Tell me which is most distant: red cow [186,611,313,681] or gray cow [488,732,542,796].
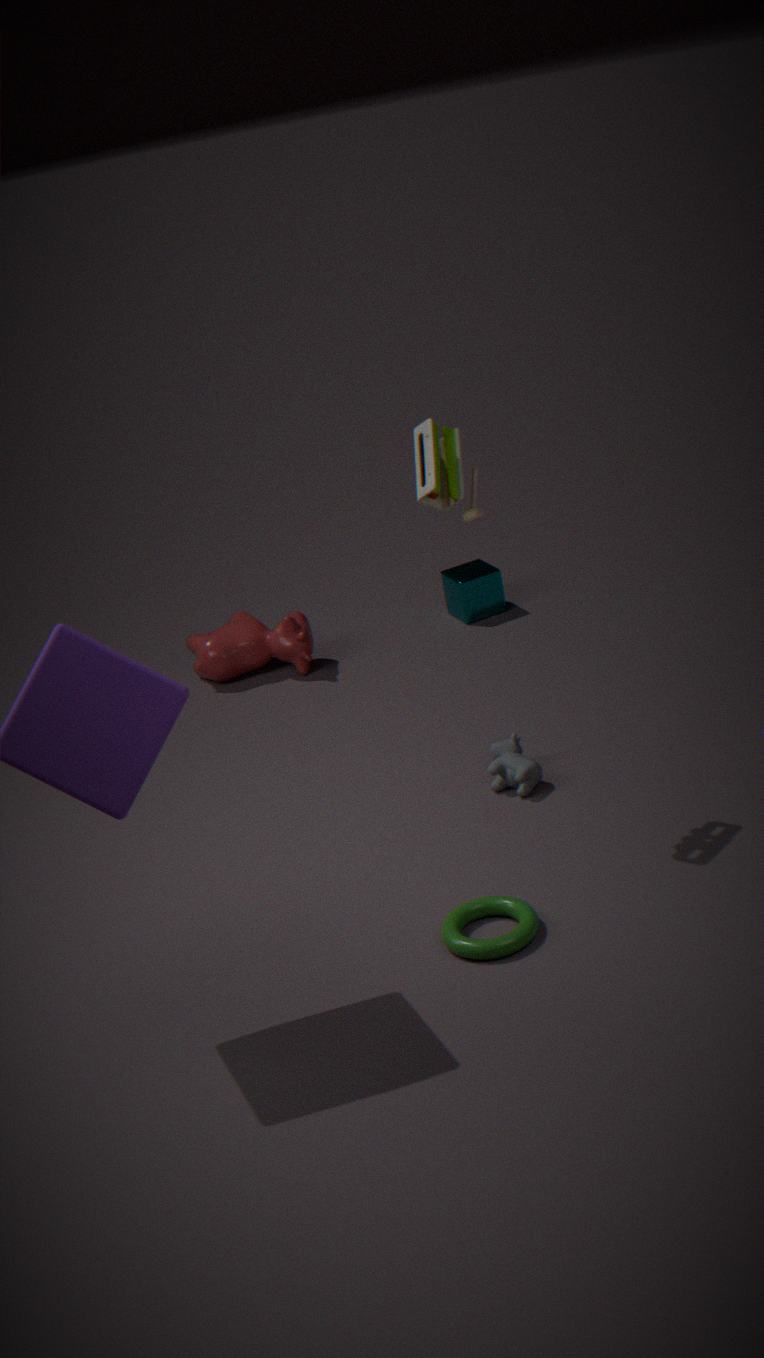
red cow [186,611,313,681]
